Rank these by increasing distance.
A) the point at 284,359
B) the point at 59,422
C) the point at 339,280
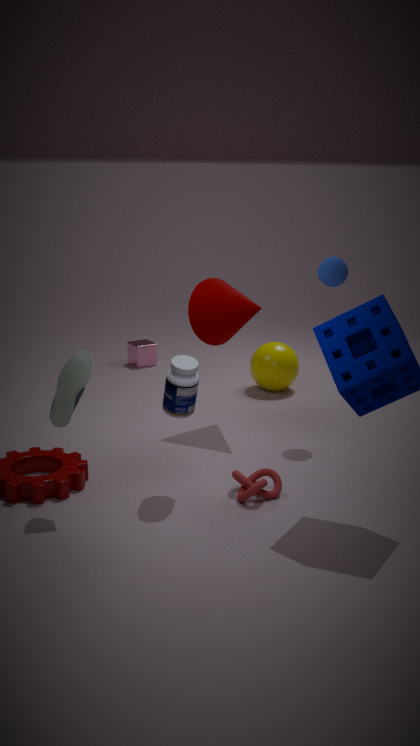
the point at 59,422, the point at 339,280, the point at 284,359
